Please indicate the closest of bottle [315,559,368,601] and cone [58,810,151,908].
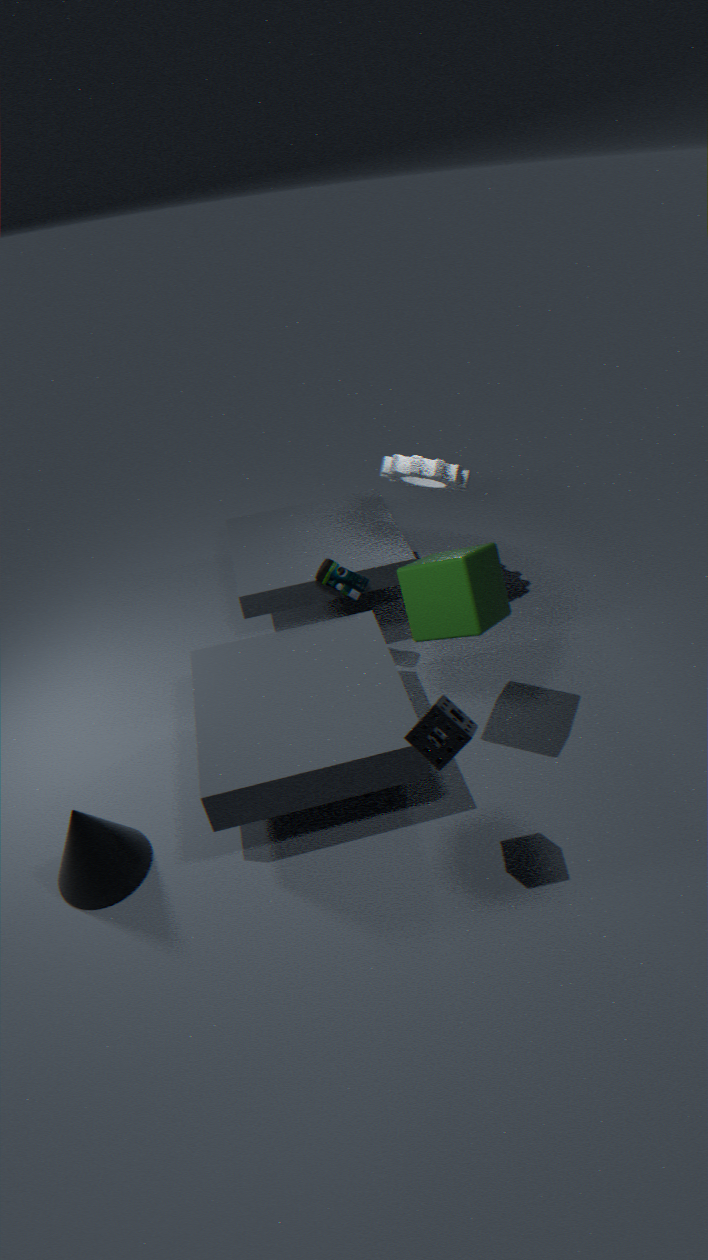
cone [58,810,151,908]
